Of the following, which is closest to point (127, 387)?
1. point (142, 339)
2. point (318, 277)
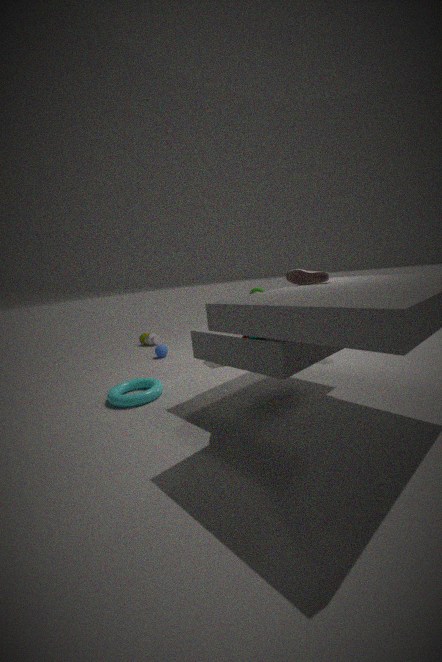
point (318, 277)
